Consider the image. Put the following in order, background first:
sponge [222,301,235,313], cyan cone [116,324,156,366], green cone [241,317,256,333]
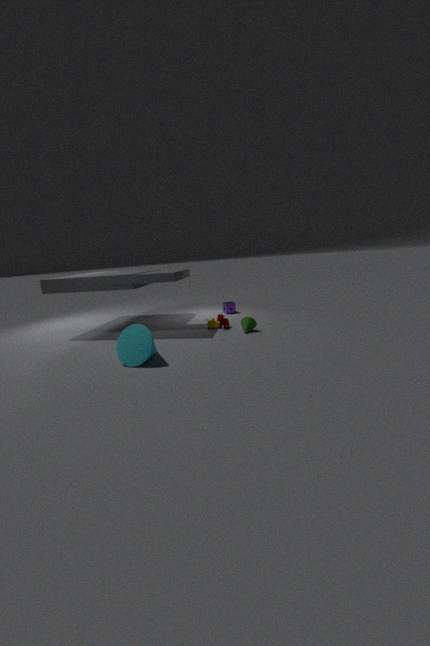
sponge [222,301,235,313] → green cone [241,317,256,333] → cyan cone [116,324,156,366]
